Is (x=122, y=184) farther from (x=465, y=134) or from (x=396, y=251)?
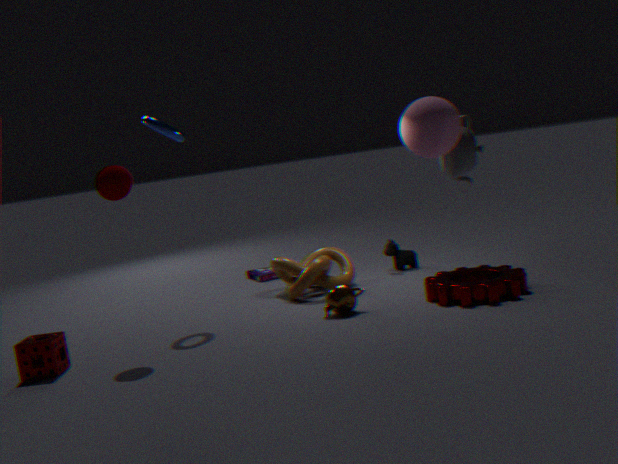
(x=465, y=134)
